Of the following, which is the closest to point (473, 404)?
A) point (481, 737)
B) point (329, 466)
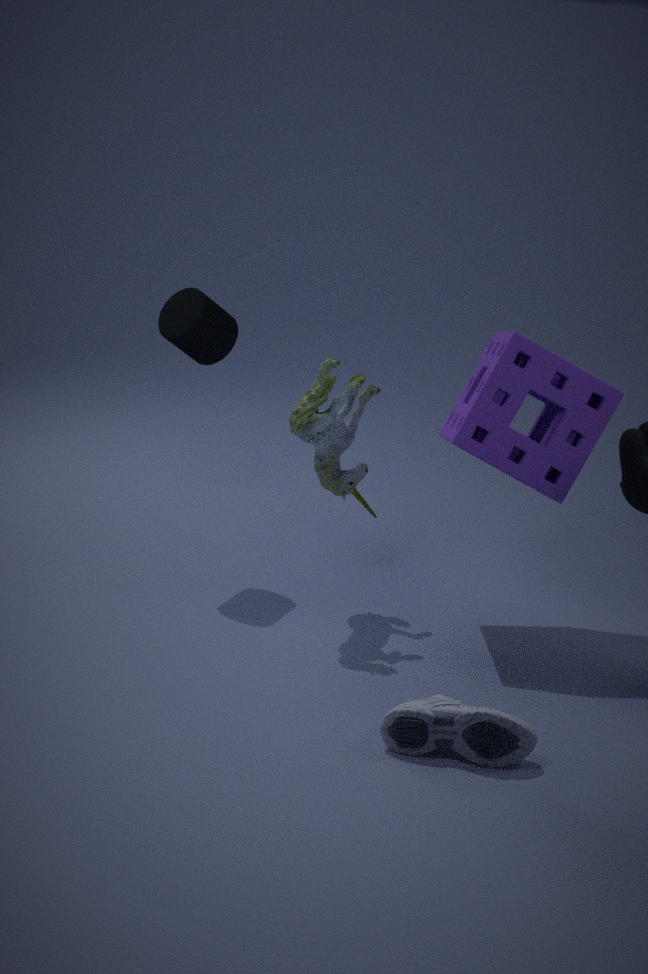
point (329, 466)
